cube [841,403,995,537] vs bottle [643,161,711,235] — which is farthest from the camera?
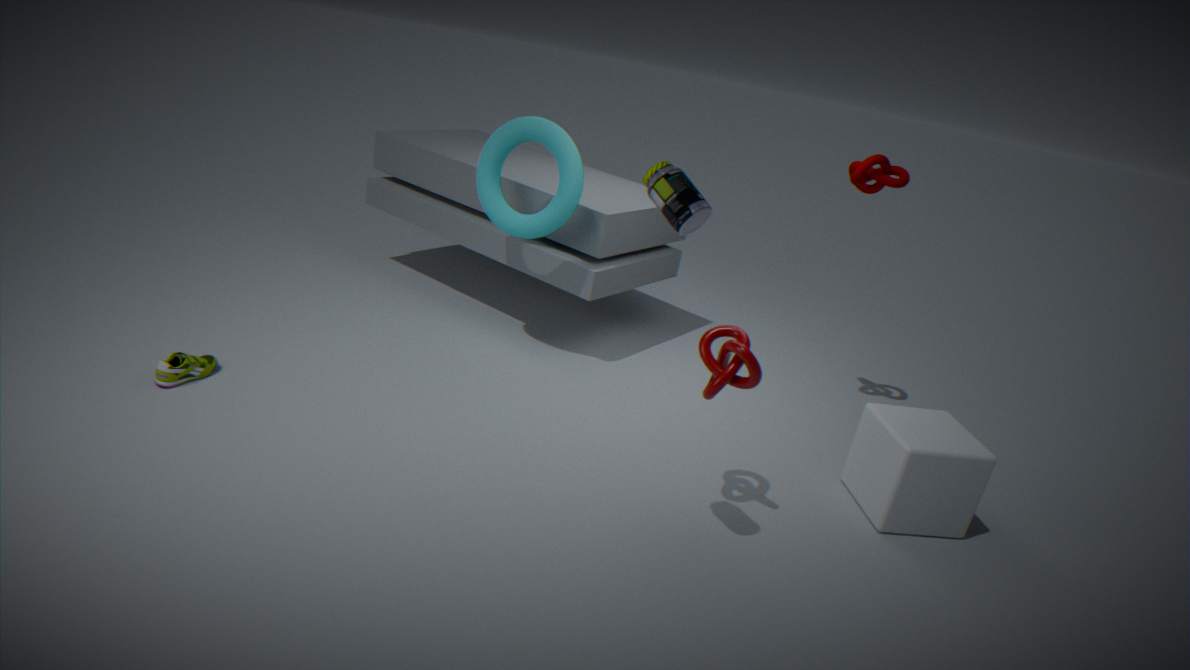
cube [841,403,995,537]
